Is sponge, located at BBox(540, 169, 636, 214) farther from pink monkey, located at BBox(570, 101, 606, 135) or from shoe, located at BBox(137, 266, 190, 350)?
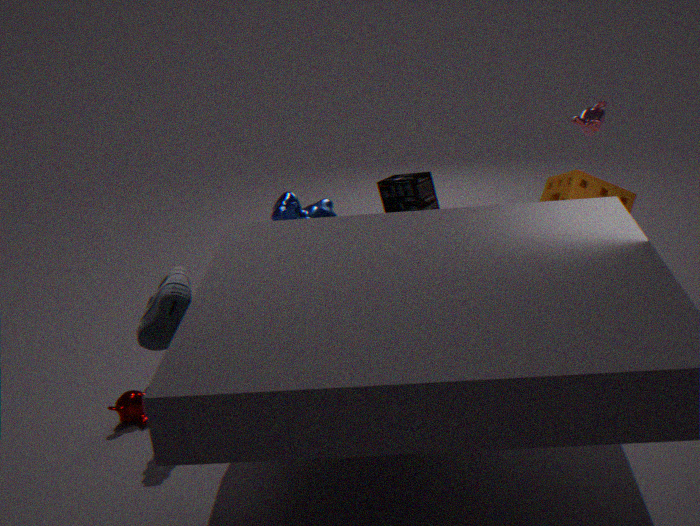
shoe, located at BBox(137, 266, 190, 350)
